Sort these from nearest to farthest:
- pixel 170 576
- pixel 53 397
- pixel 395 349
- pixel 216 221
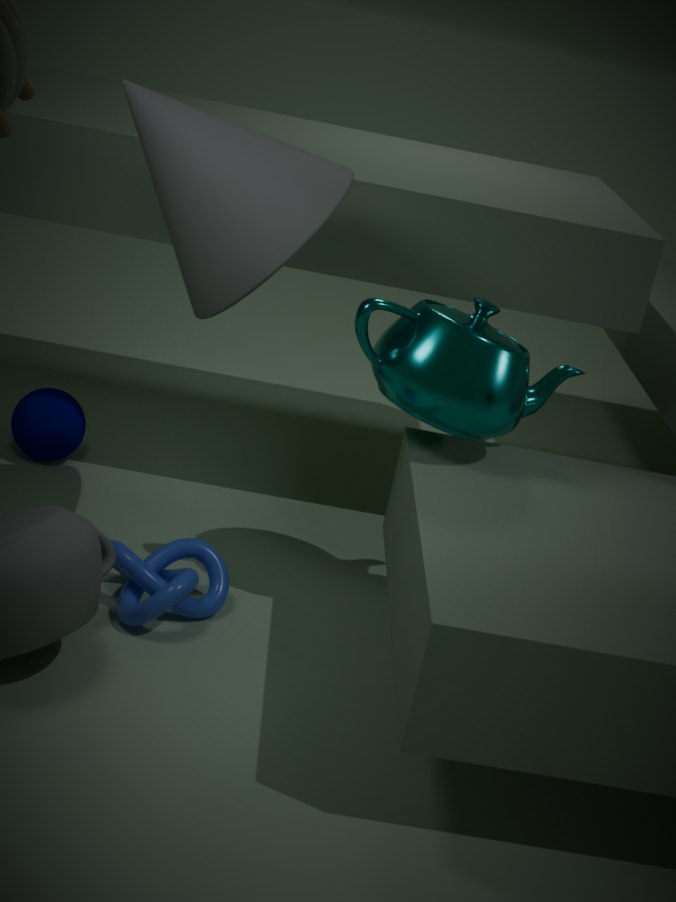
pixel 216 221
pixel 395 349
pixel 170 576
pixel 53 397
